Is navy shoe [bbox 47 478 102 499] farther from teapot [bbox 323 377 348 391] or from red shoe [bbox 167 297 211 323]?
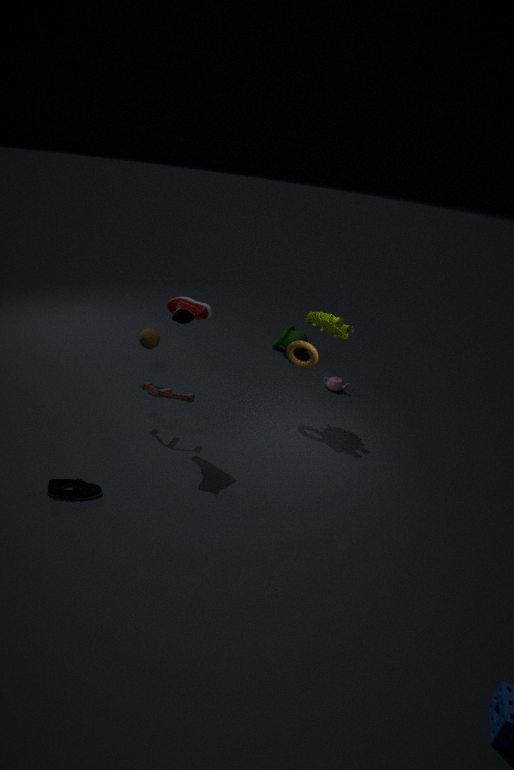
teapot [bbox 323 377 348 391]
